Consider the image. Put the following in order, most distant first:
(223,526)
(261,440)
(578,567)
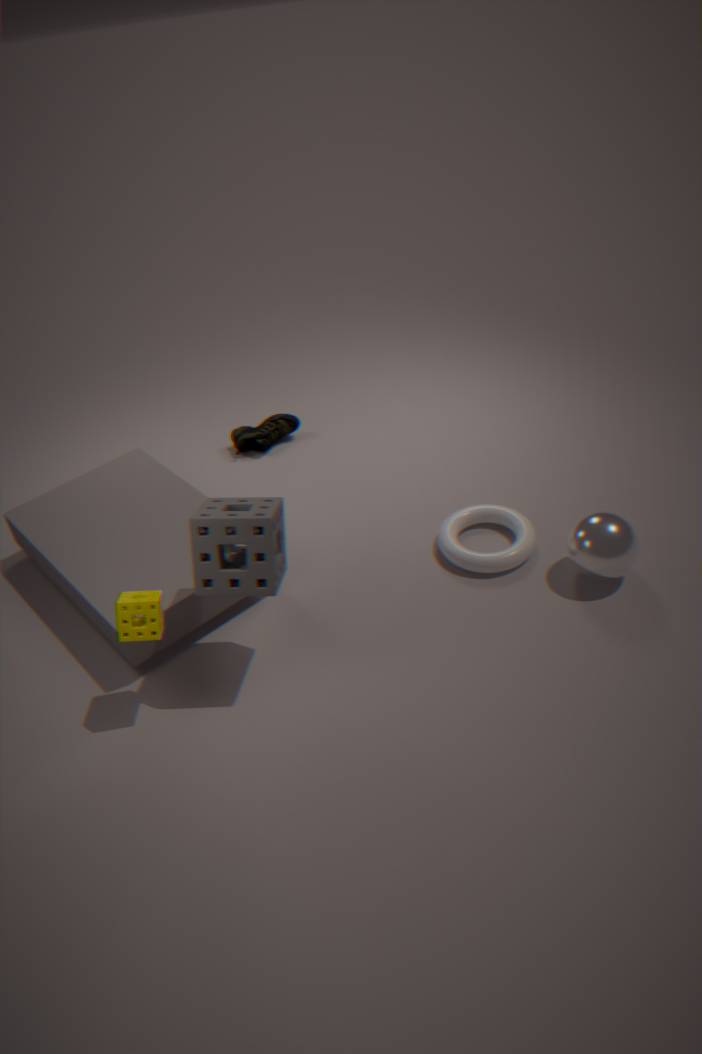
1. (261,440)
2. (578,567)
3. (223,526)
